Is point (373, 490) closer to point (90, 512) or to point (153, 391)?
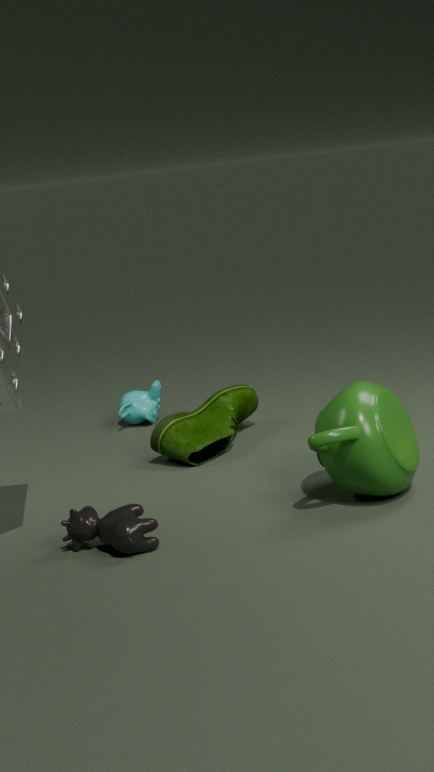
point (90, 512)
